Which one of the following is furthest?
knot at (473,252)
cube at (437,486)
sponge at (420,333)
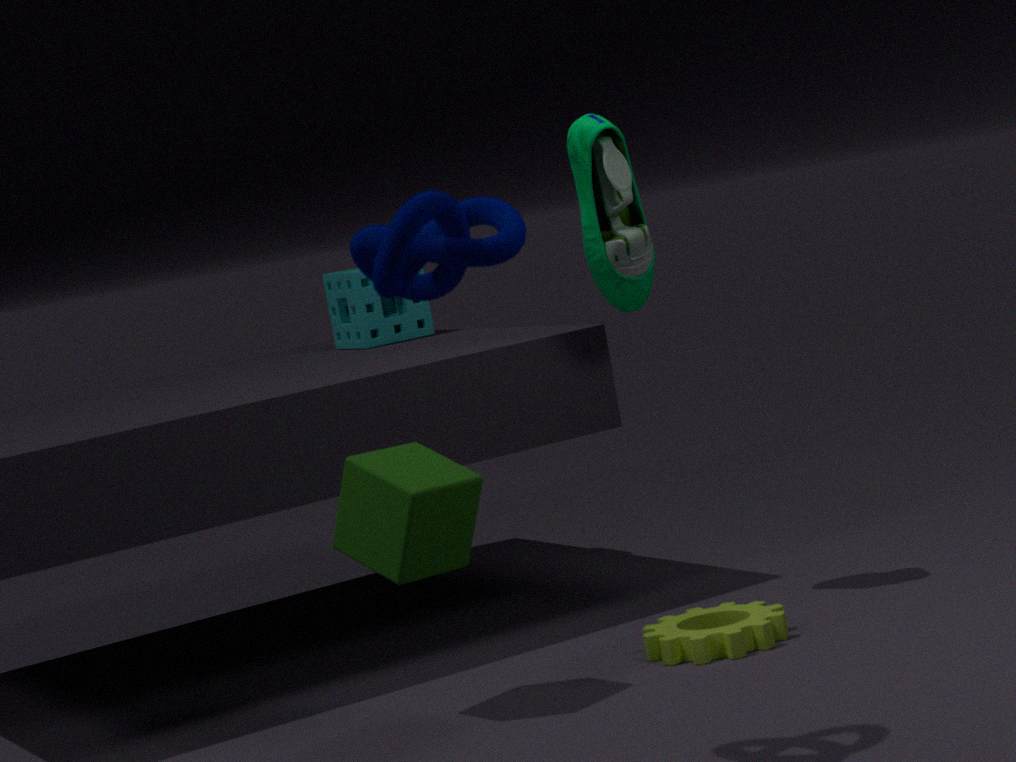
sponge at (420,333)
